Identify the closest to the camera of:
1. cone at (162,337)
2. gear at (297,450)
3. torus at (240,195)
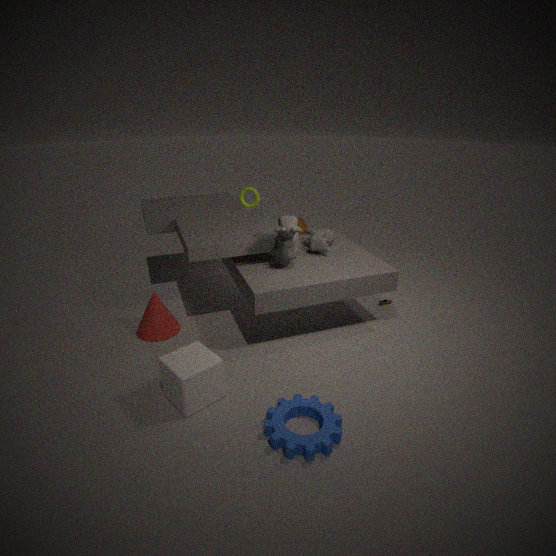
gear at (297,450)
